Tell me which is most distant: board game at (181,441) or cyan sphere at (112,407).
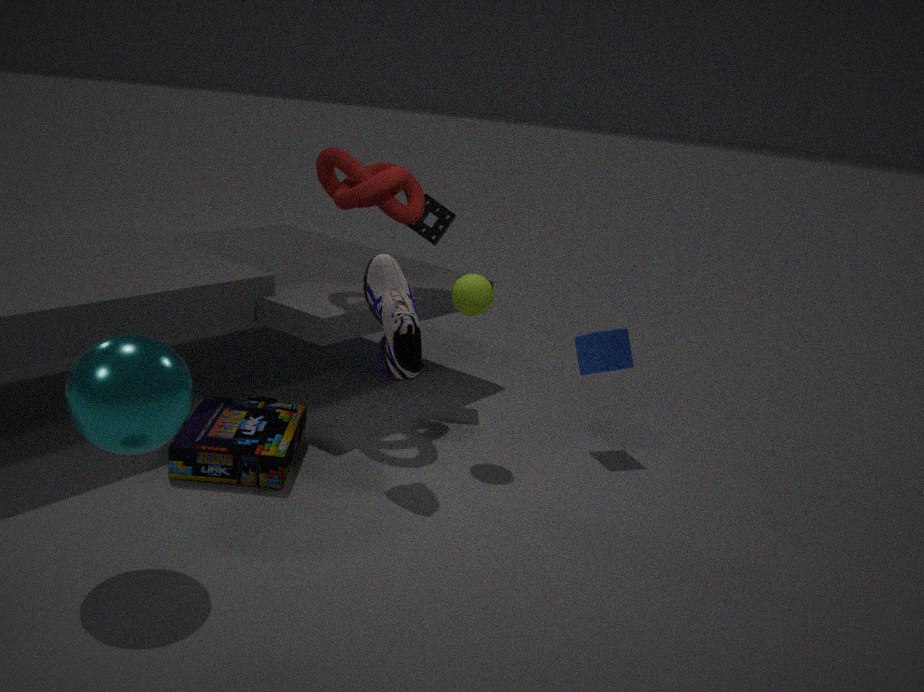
board game at (181,441)
